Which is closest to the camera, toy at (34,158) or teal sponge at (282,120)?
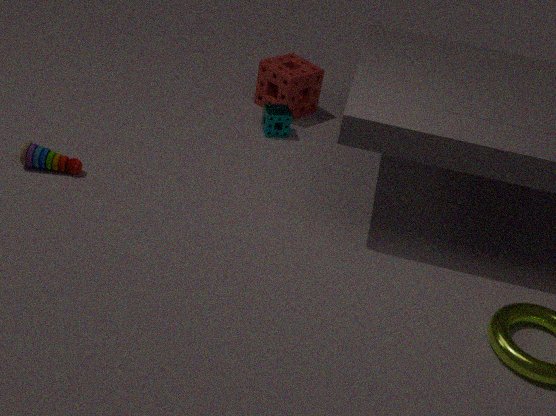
toy at (34,158)
